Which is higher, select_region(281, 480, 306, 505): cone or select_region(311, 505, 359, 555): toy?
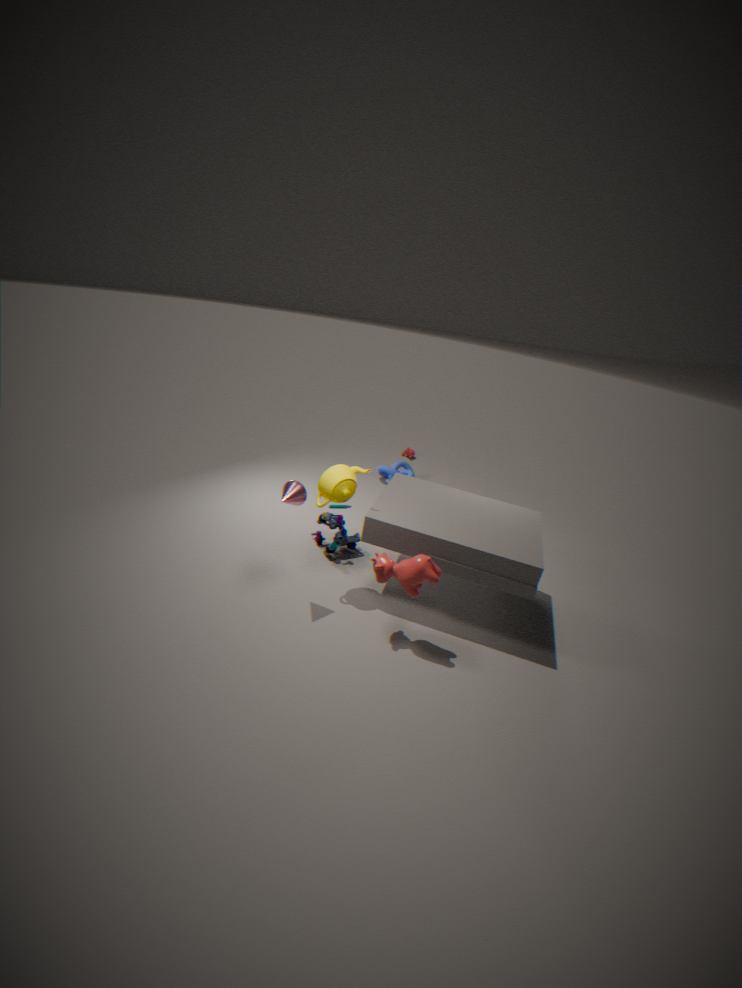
select_region(281, 480, 306, 505): cone
